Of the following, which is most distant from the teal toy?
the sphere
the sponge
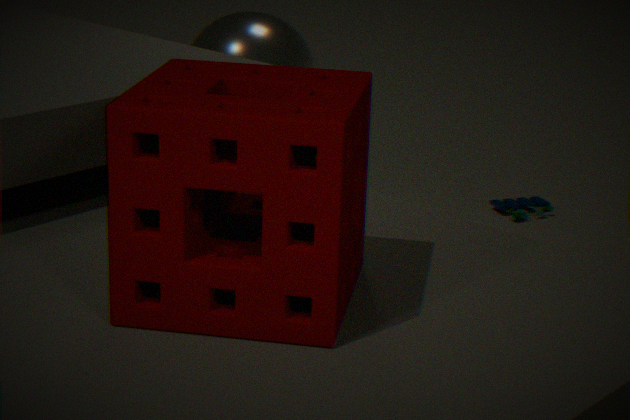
the sponge
